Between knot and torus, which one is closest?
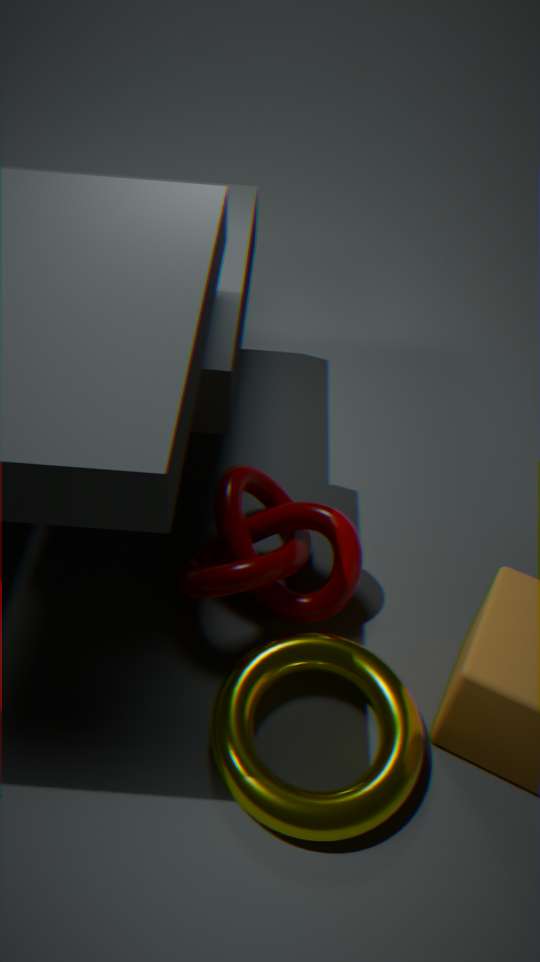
torus
